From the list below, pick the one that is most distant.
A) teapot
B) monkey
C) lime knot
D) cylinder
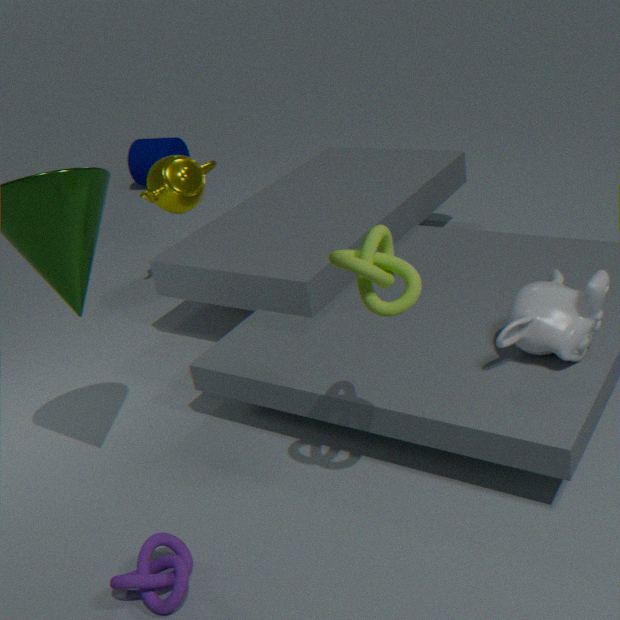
cylinder
